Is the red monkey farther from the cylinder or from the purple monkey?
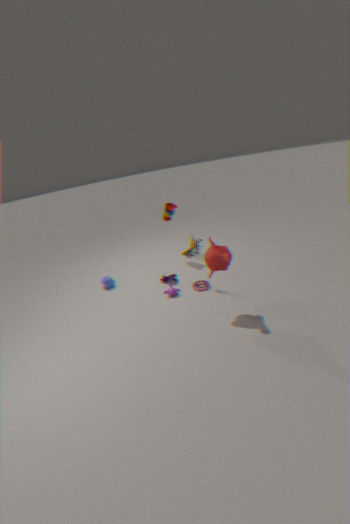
the cylinder
